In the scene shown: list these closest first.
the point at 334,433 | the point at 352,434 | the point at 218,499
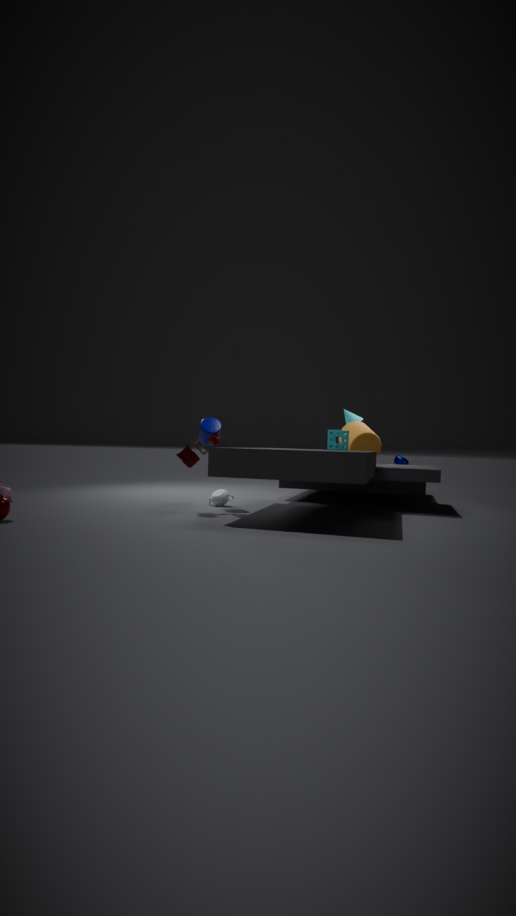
the point at 218,499 → the point at 334,433 → the point at 352,434
